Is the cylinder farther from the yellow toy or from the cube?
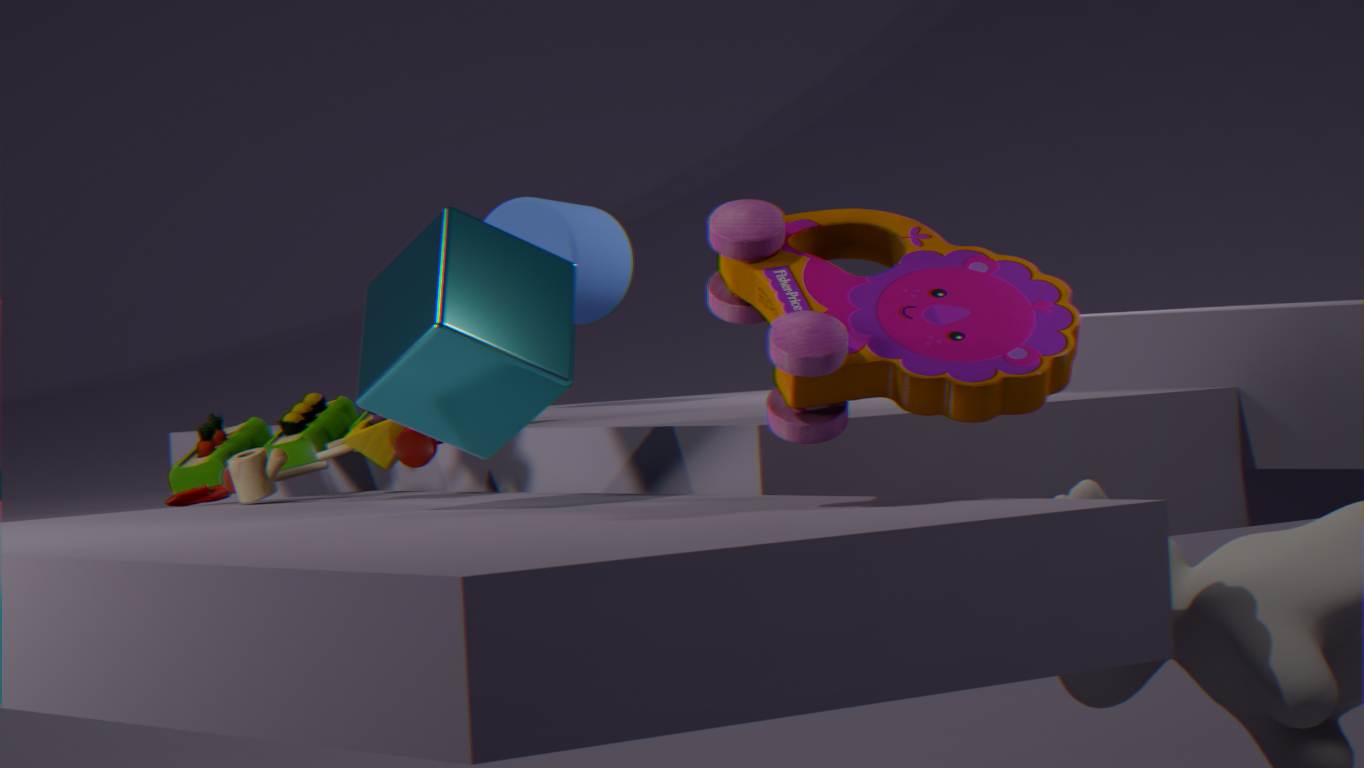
the cube
